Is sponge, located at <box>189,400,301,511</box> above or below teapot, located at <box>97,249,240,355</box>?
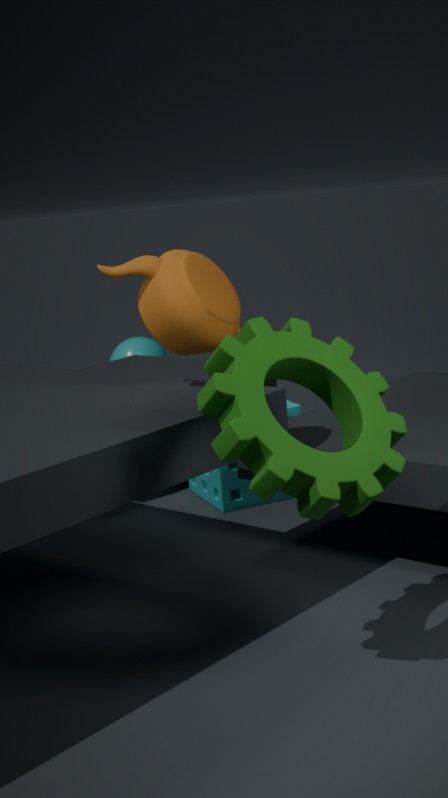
below
